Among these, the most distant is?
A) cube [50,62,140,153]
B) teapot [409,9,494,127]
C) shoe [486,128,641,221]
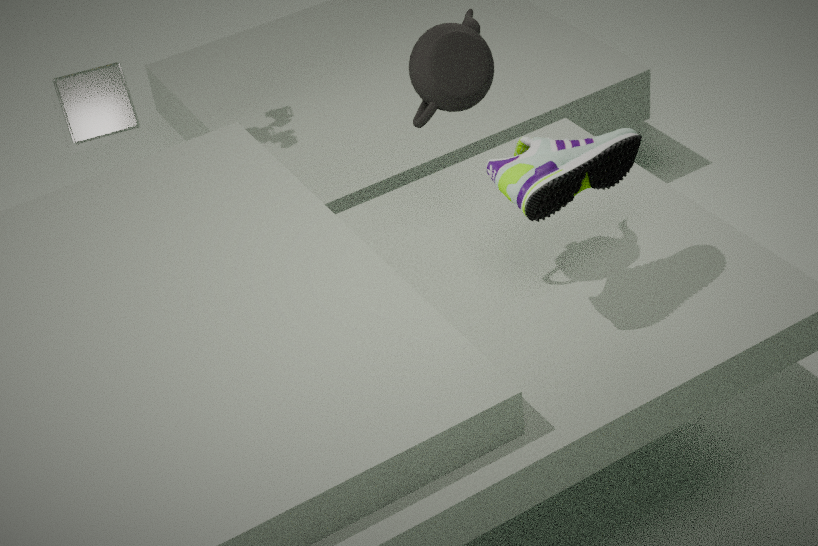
cube [50,62,140,153]
